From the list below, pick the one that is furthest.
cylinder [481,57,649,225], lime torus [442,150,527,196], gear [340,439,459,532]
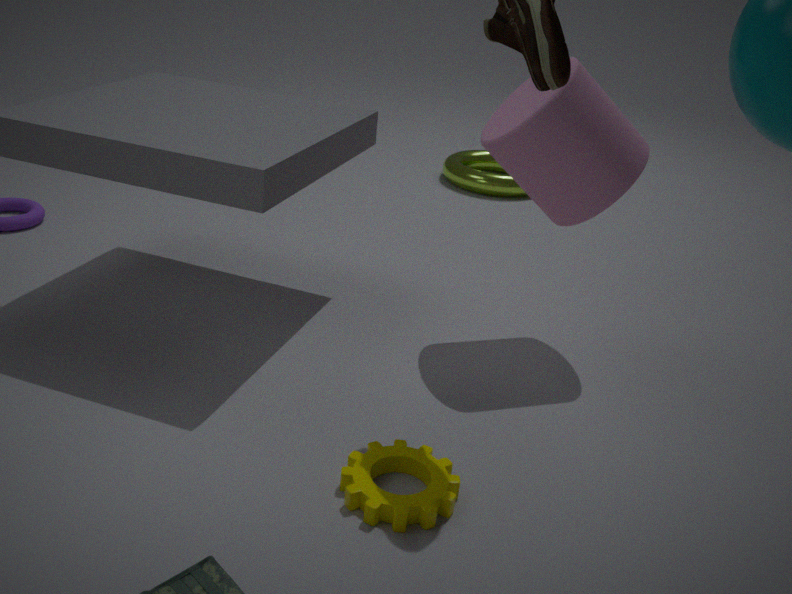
lime torus [442,150,527,196]
